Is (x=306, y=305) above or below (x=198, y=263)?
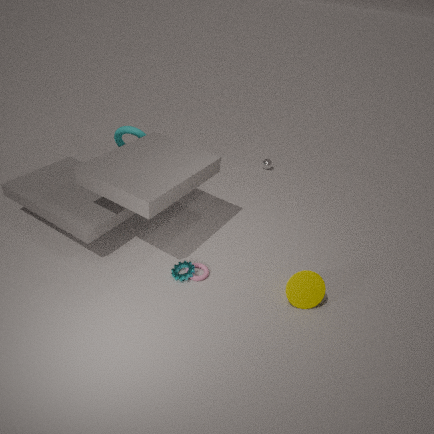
above
